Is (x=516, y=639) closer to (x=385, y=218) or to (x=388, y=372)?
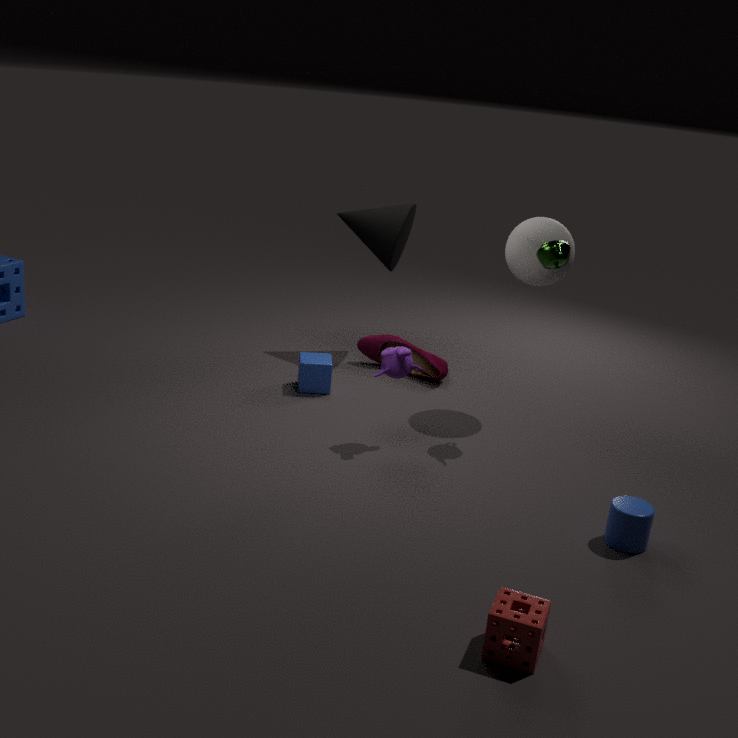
(x=388, y=372)
